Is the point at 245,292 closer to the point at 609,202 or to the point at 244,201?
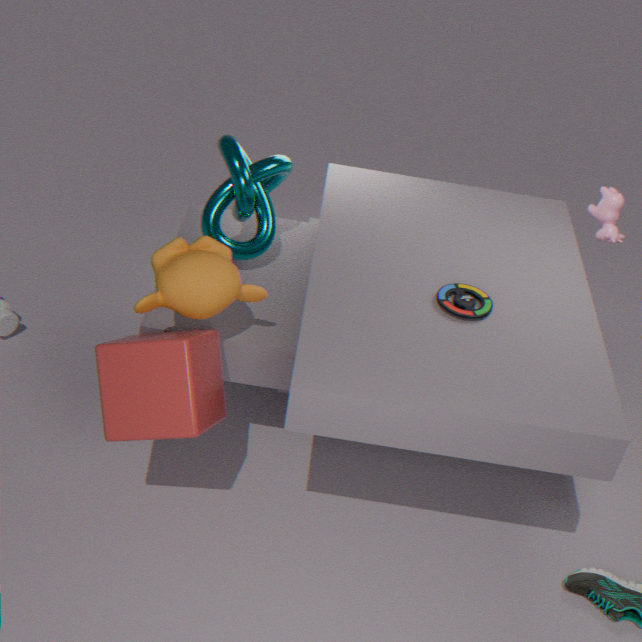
the point at 244,201
